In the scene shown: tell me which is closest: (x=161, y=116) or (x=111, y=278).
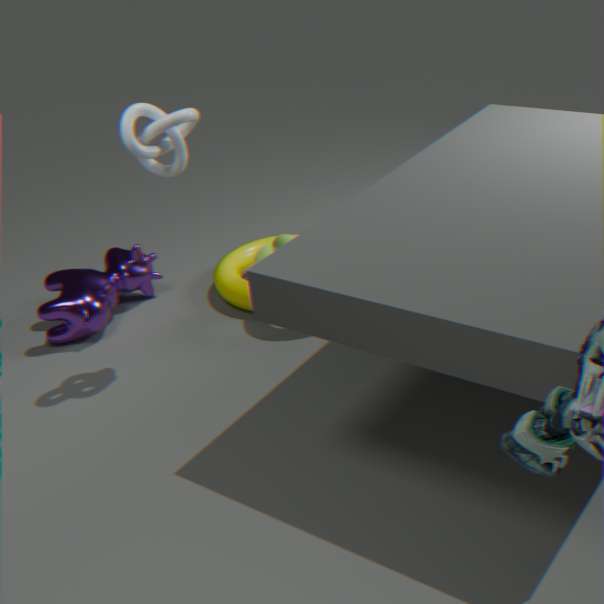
(x=161, y=116)
